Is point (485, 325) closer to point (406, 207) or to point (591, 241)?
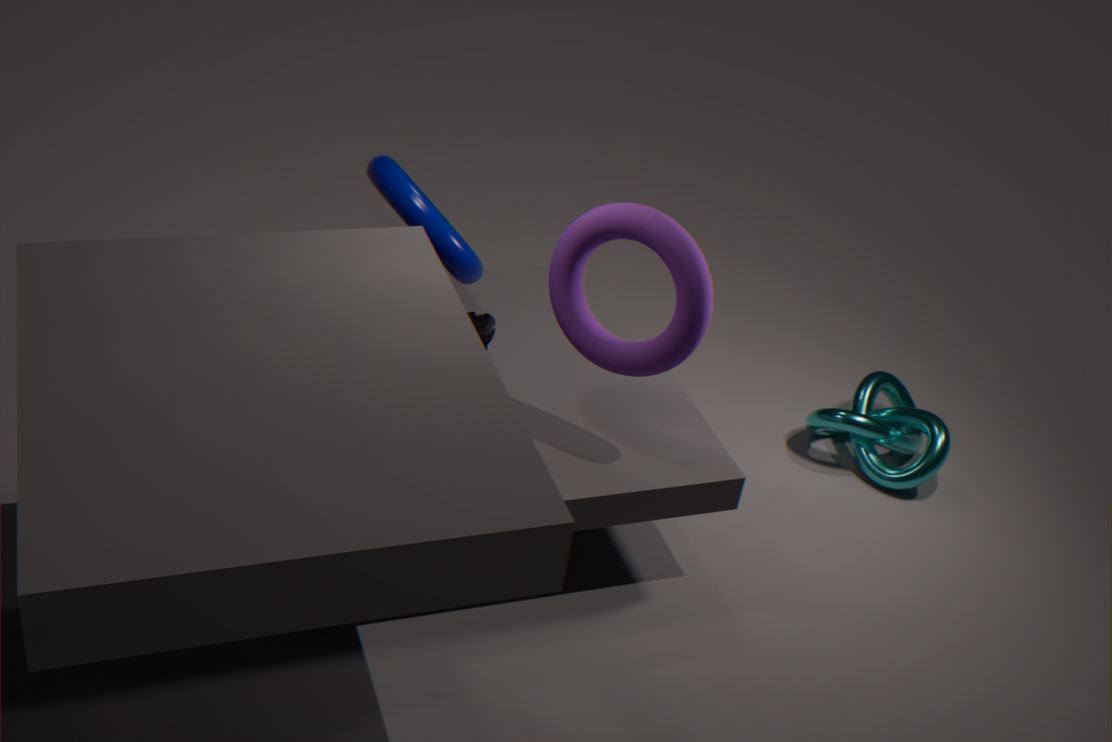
point (591, 241)
